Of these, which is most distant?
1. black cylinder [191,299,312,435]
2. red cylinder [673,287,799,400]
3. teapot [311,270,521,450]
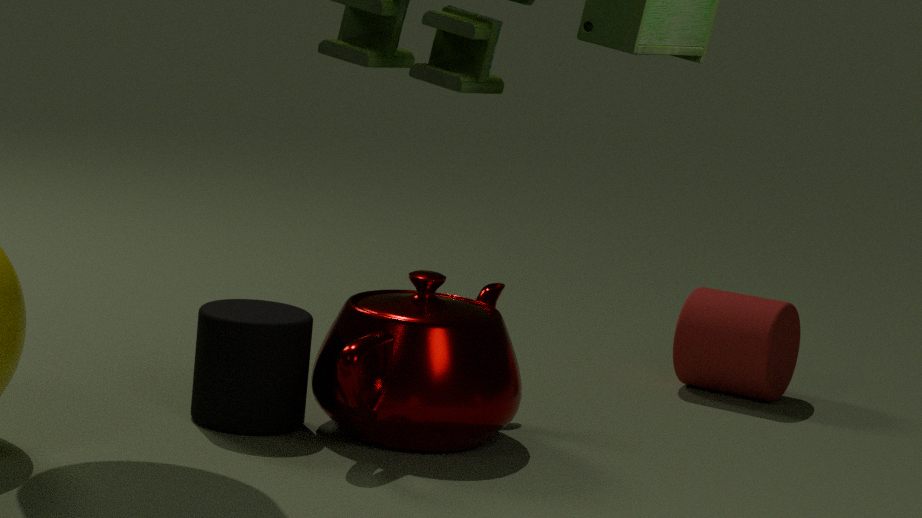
red cylinder [673,287,799,400]
